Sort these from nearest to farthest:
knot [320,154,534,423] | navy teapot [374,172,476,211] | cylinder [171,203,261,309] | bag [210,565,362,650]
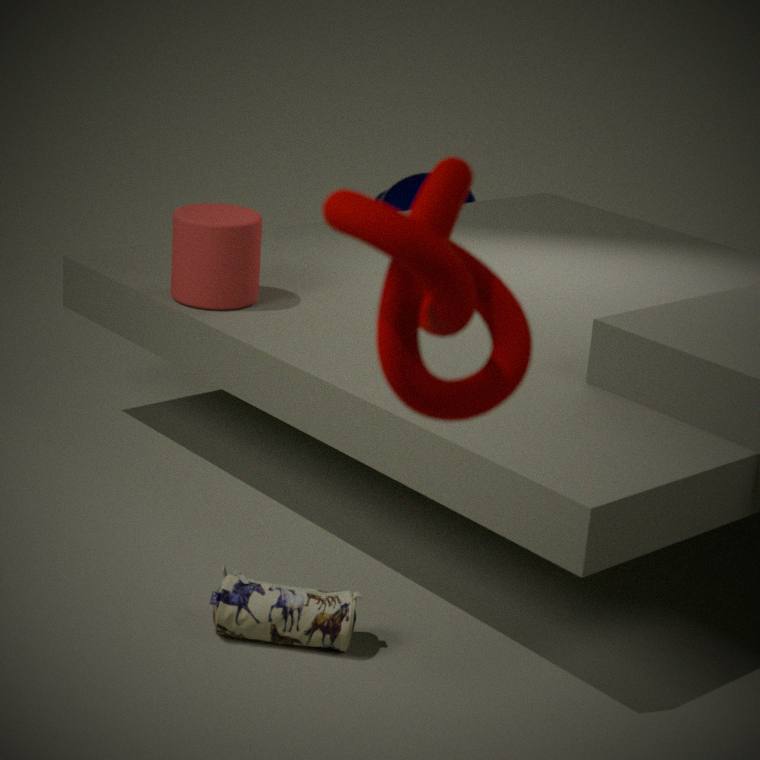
knot [320,154,534,423], bag [210,565,362,650], cylinder [171,203,261,309], navy teapot [374,172,476,211]
